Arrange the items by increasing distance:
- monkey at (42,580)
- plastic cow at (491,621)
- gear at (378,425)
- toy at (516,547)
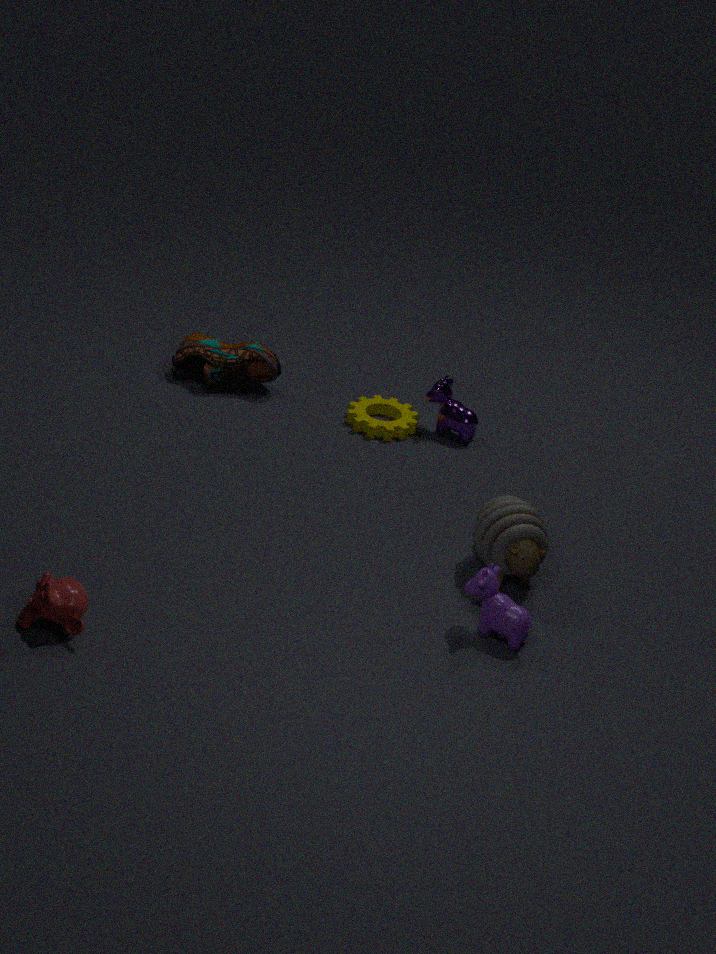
monkey at (42,580)
plastic cow at (491,621)
toy at (516,547)
gear at (378,425)
